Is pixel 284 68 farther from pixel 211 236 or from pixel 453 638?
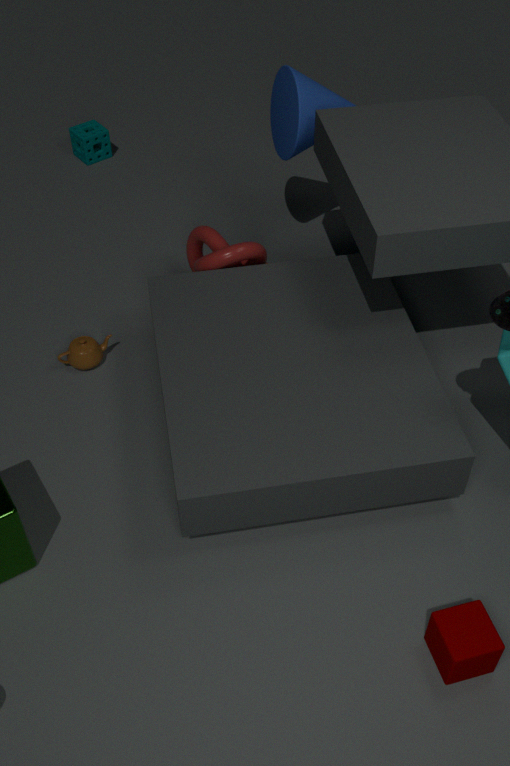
pixel 453 638
